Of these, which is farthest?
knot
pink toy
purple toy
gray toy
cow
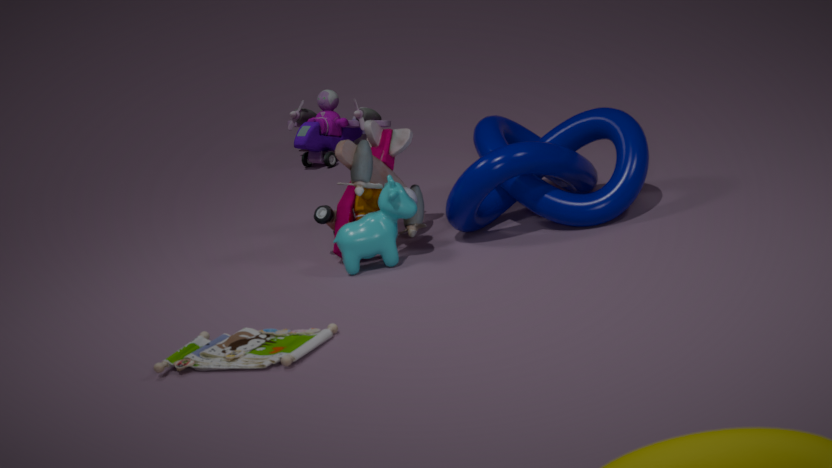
purple toy
